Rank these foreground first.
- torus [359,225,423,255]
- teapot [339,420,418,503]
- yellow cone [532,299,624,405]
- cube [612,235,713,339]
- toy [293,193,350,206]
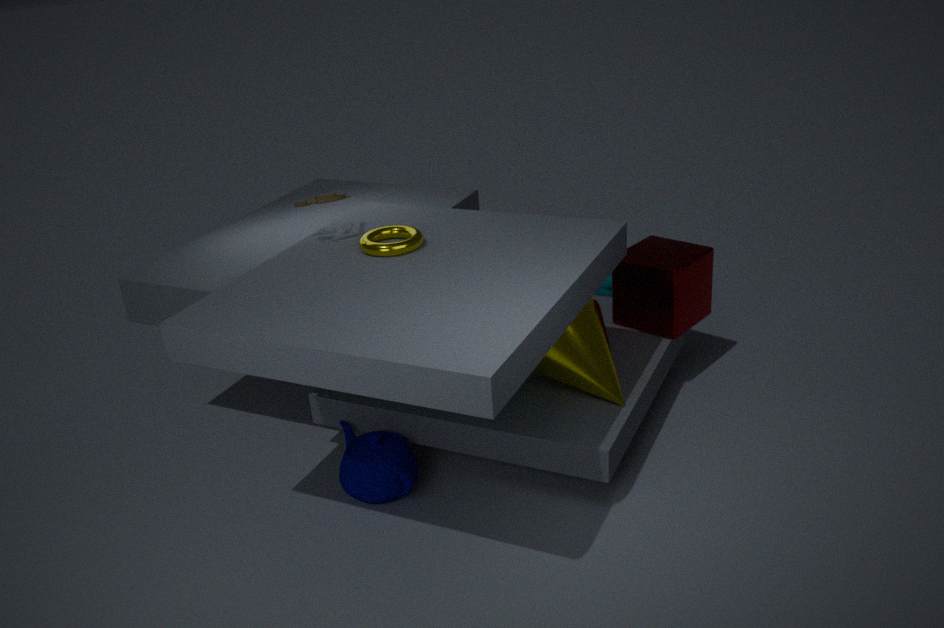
1. torus [359,225,423,255]
2. teapot [339,420,418,503]
3. toy [293,193,350,206]
4. yellow cone [532,299,624,405]
5. cube [612,235,713,339]
